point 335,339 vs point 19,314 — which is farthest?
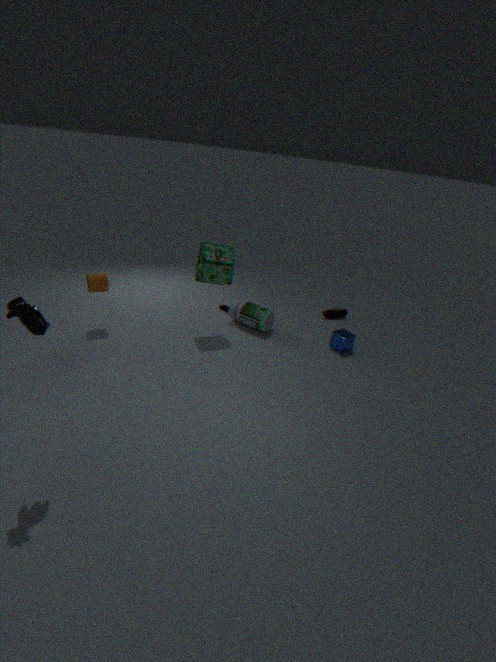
point 335,339
